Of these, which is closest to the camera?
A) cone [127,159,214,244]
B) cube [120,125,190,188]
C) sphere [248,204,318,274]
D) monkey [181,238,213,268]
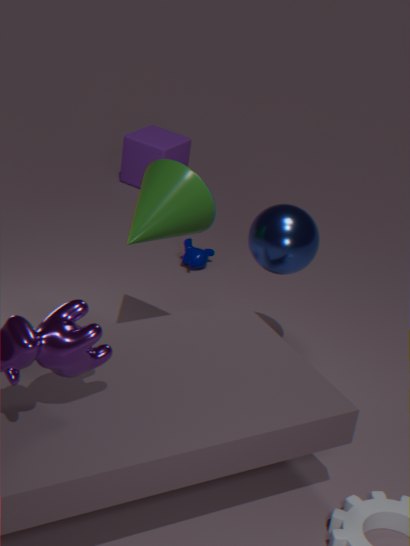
cone [127,159,214,244]
